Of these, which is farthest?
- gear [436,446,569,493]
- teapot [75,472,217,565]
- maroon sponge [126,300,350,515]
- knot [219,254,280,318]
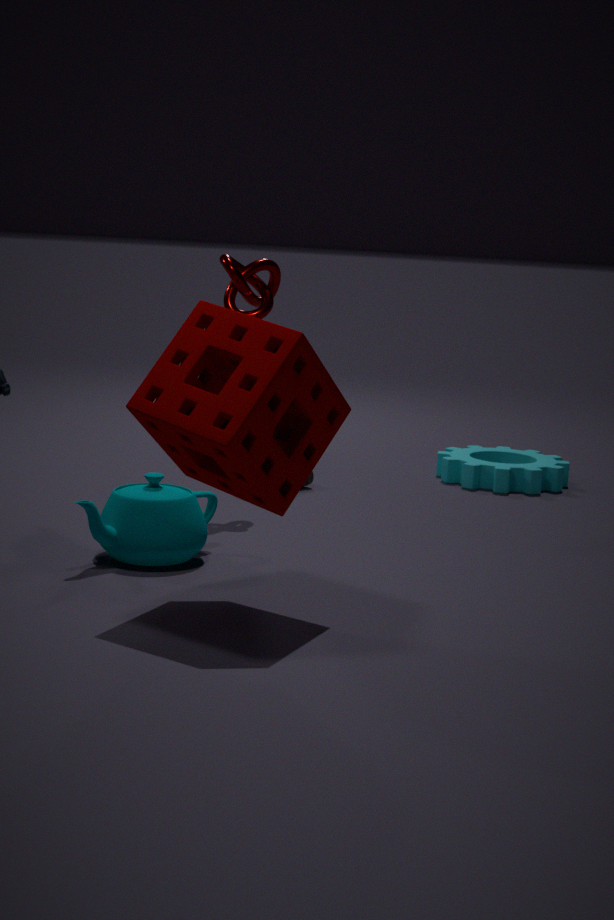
gear [436,446,569,493]
